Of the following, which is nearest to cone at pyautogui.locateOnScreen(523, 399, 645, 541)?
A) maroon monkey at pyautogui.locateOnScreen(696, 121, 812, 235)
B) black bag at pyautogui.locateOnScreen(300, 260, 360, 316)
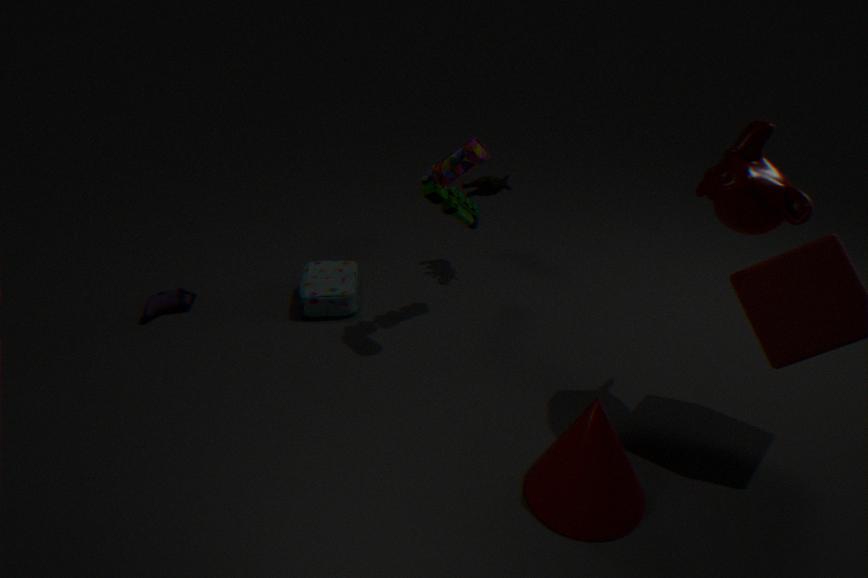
maroon monkey at pyautogui.locateOnScreen(696, 121, 812, 235)
